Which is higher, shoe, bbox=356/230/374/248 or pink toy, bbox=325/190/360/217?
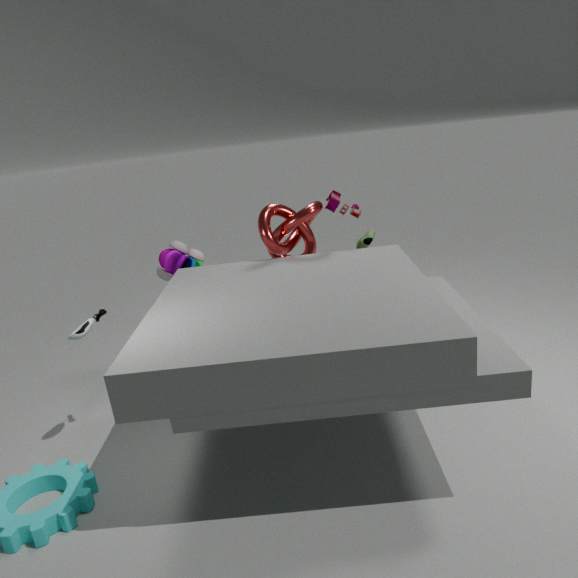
pink toy, bbox=325/190/360/217
